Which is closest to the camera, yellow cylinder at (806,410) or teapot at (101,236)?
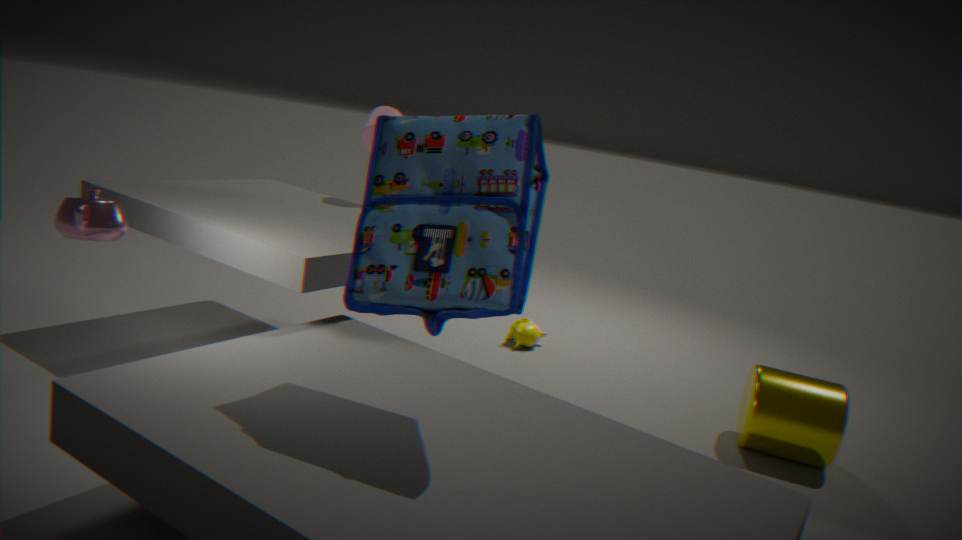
teapot at (101,236)
